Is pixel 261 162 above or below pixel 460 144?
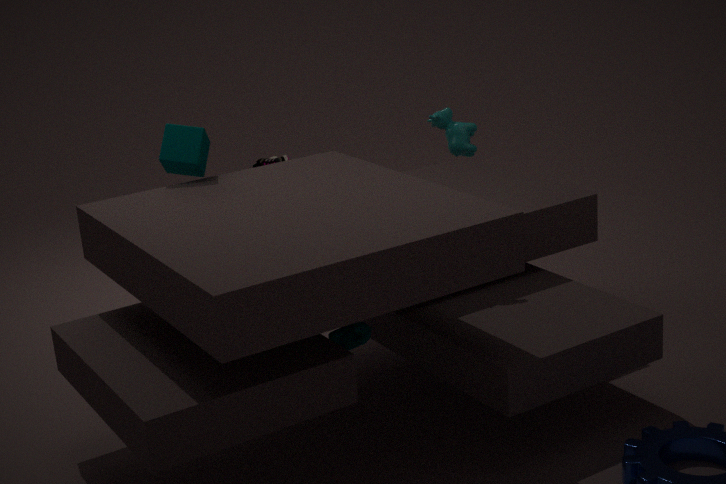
below
